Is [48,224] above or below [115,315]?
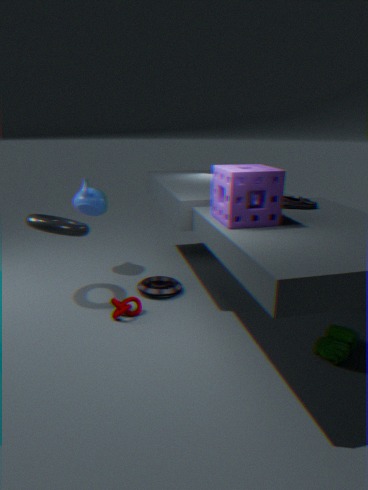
above
